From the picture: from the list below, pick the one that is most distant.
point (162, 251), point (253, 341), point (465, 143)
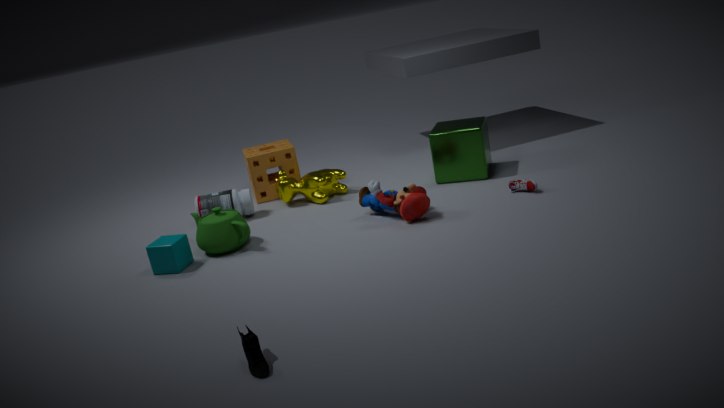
point (465, 143)
